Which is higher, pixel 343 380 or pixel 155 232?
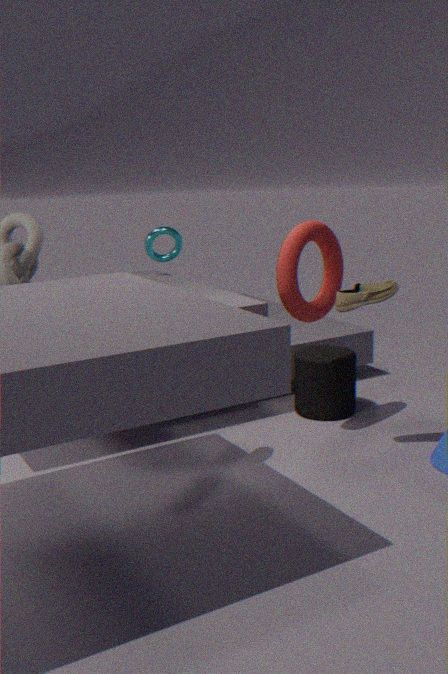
pixel 155 232
